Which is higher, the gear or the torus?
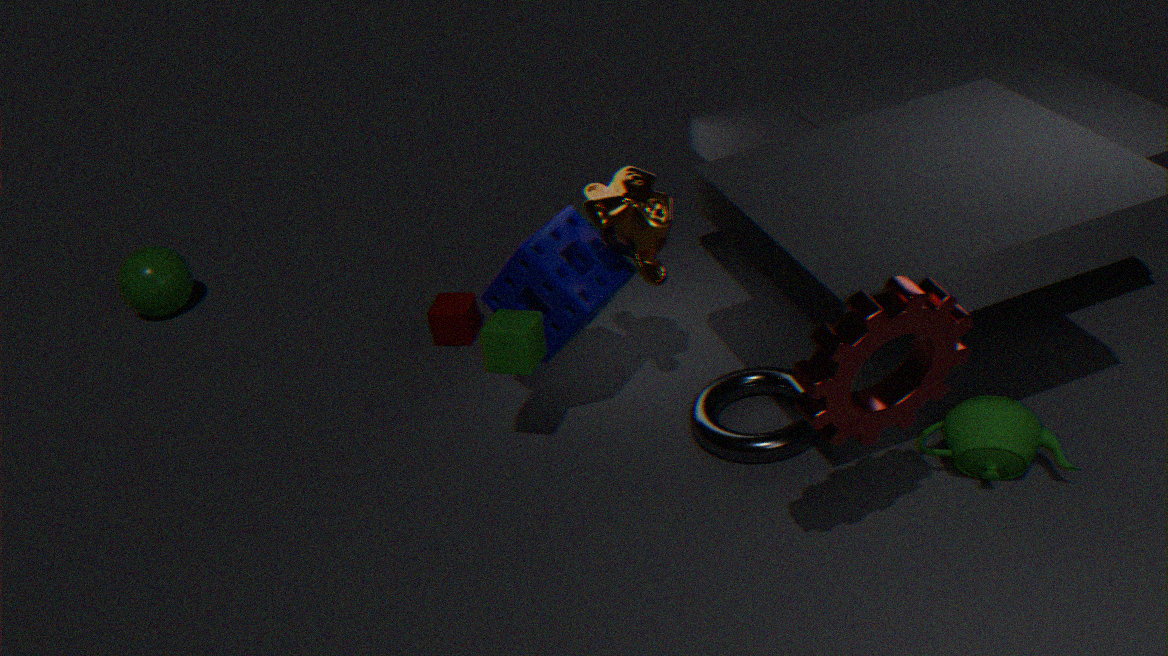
the gear
